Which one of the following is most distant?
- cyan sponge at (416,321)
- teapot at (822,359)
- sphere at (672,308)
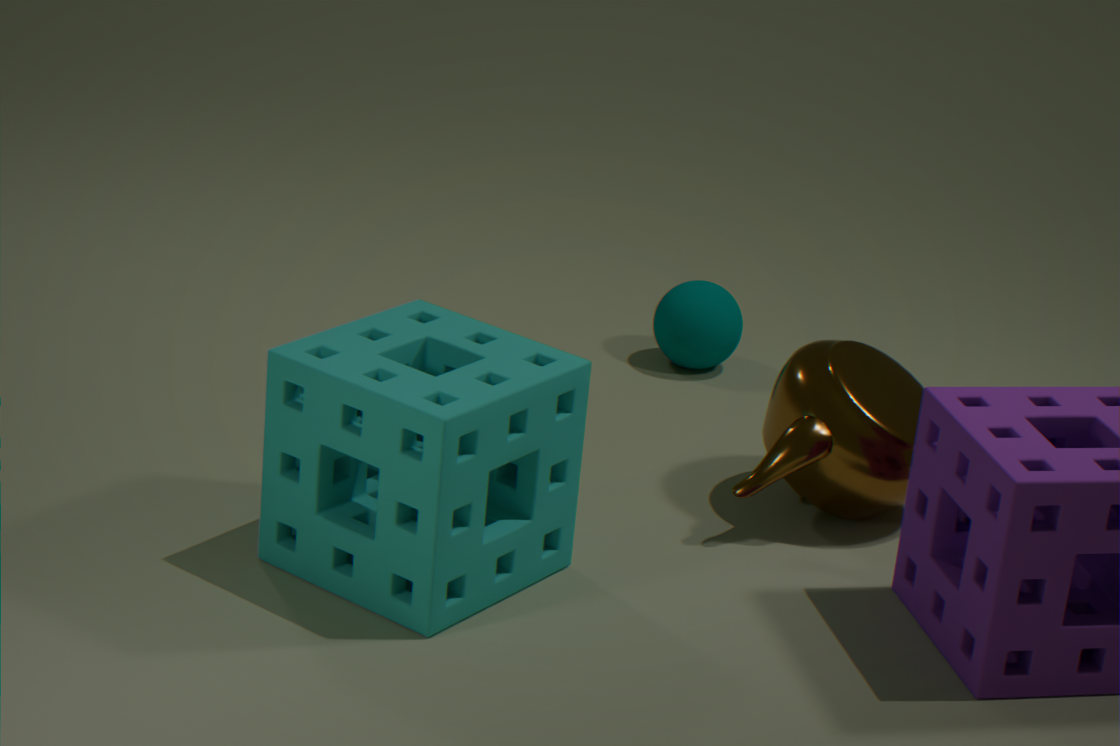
sphere at (672,308)
